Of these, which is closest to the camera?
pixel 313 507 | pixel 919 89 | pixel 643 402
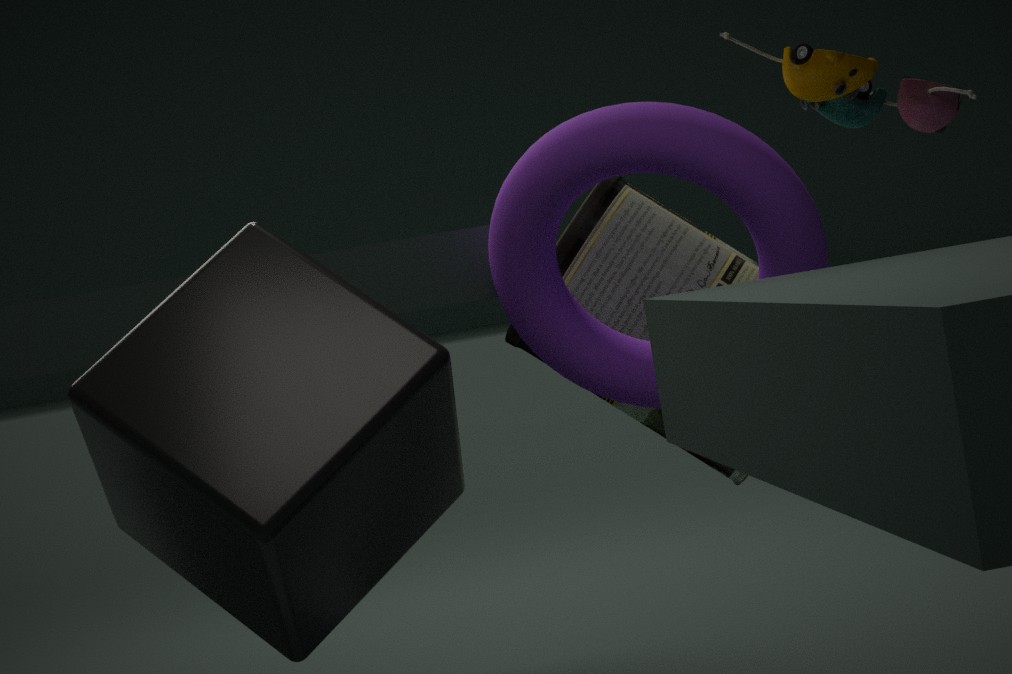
pixel 313 507
